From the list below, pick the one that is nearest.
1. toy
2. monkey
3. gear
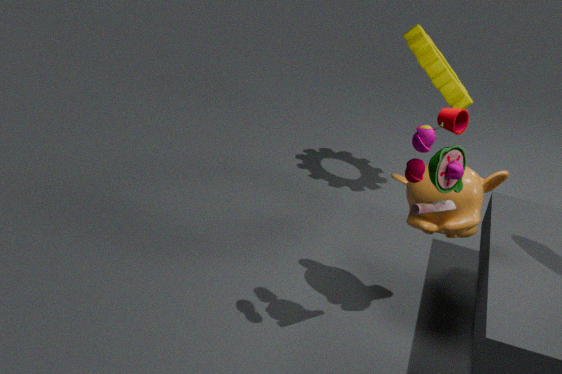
toy
